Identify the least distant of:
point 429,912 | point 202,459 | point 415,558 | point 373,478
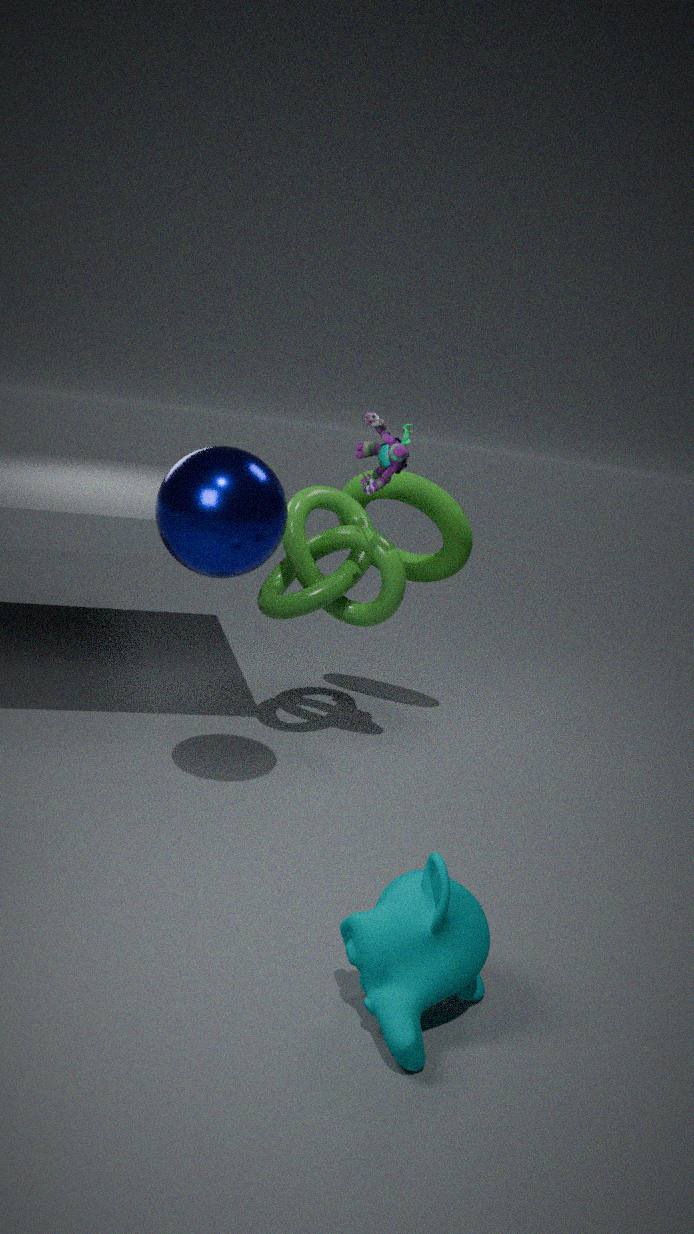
point 429,912
